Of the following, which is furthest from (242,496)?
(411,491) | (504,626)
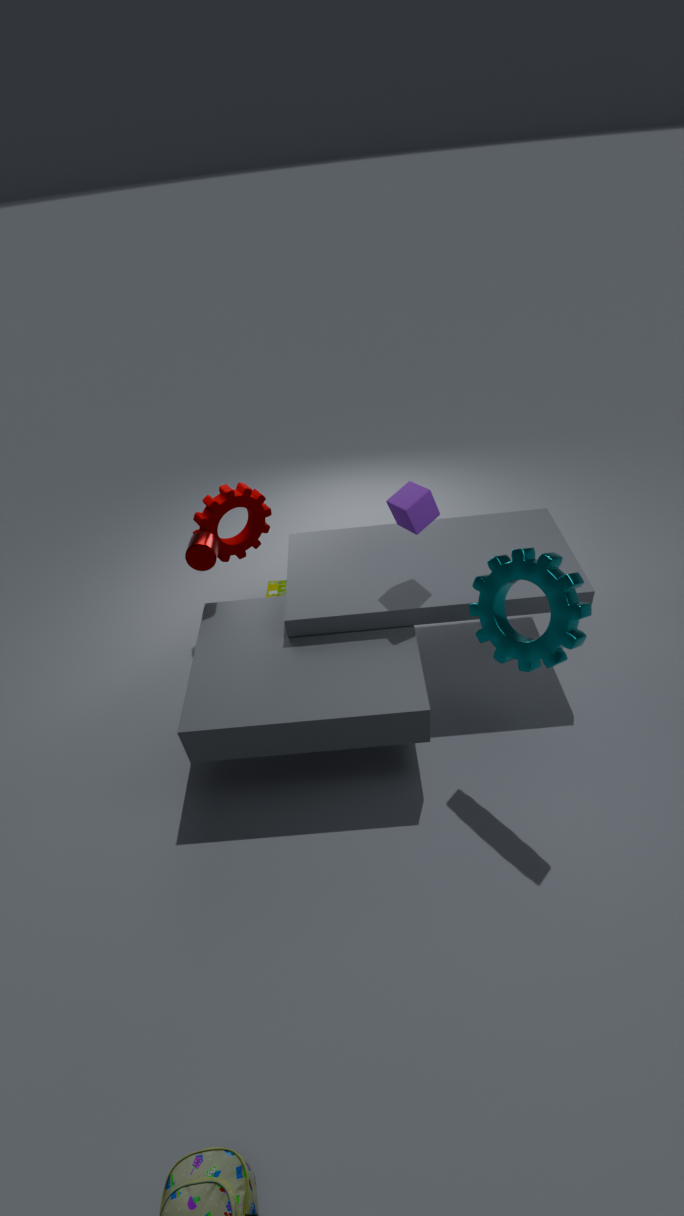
(504,626)
